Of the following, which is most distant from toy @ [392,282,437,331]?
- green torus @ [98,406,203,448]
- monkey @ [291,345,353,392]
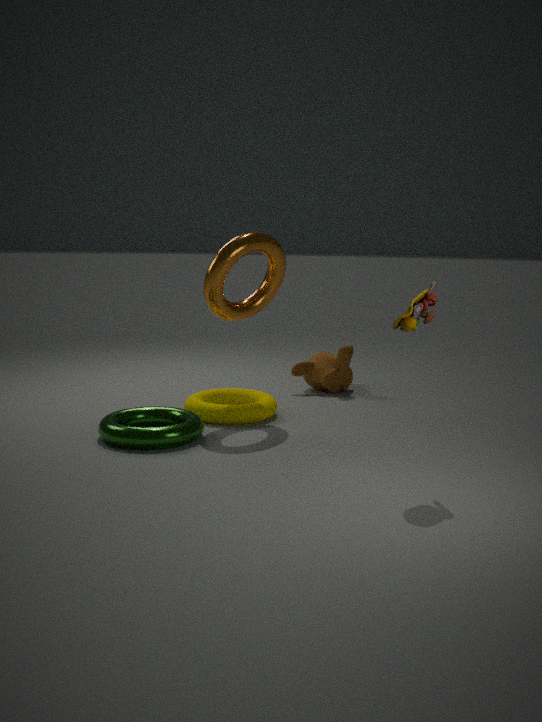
monkey @ [291,345,353,392]
